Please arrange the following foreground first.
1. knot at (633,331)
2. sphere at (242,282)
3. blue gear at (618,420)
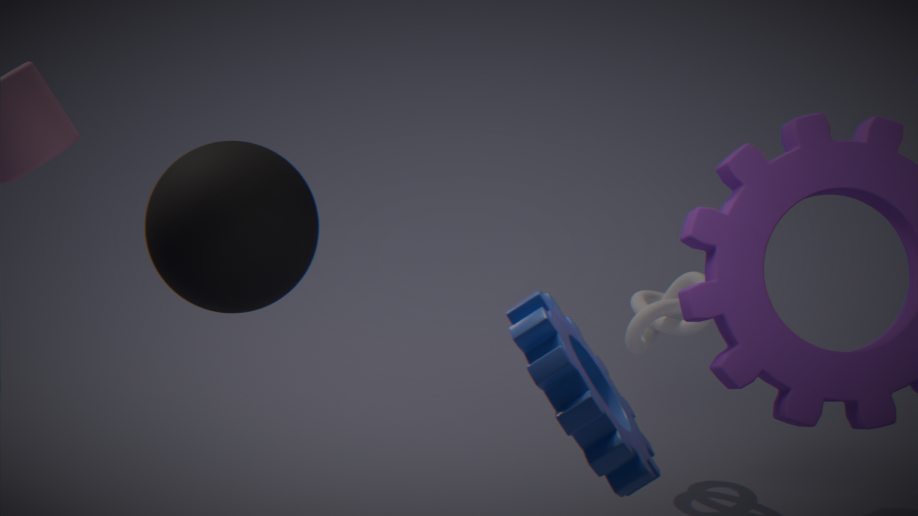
1. blue gear at (618,420)
2. sphere at (242,282)
3. knot at (633,331)
